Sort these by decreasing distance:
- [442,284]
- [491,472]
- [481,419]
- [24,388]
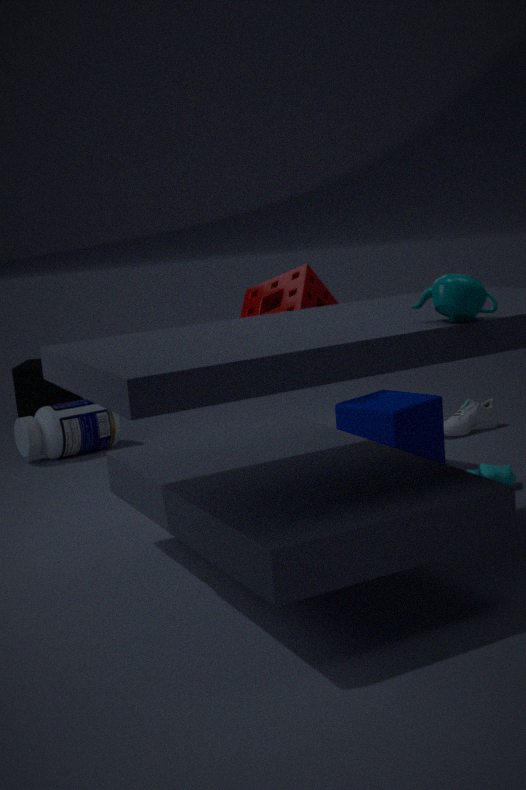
[24,388] < [481,419] < [491,472] < [442,284]
